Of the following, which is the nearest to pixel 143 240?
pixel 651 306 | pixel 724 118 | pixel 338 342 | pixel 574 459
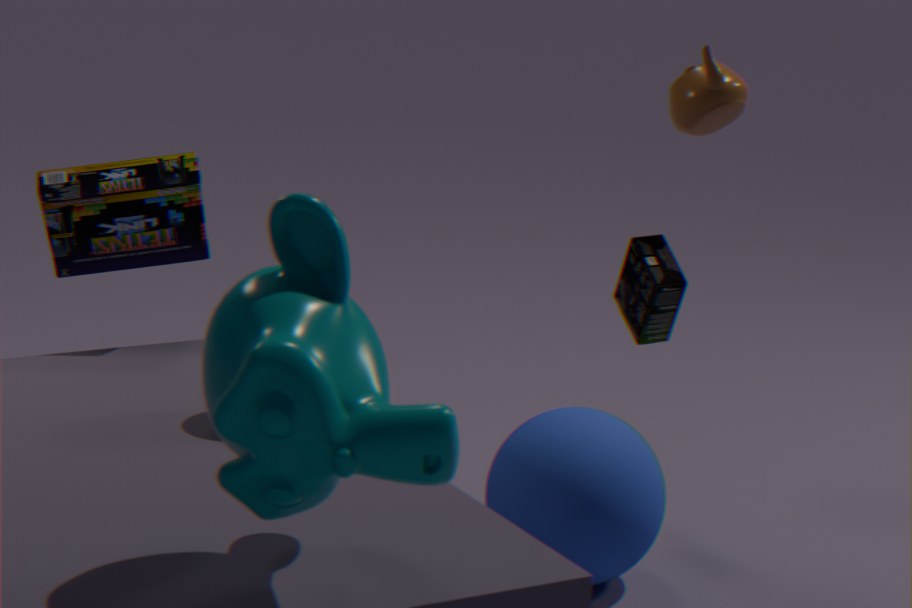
pixel 574 459
